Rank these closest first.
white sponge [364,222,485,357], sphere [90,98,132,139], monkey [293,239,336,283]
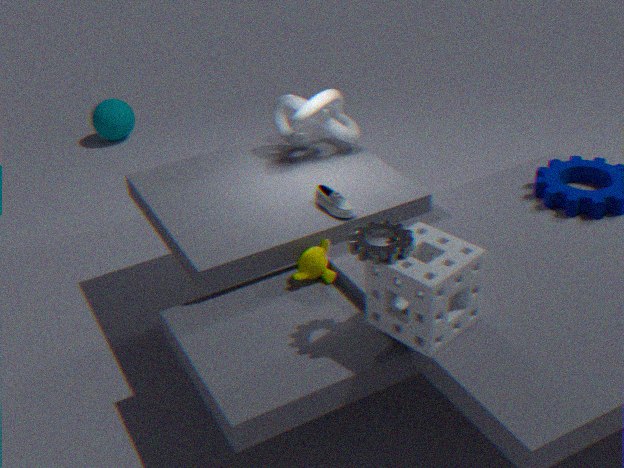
white sponge [364,222,485,357] → monkey [293,239,336,283] → sphere [90,98,132,139]
